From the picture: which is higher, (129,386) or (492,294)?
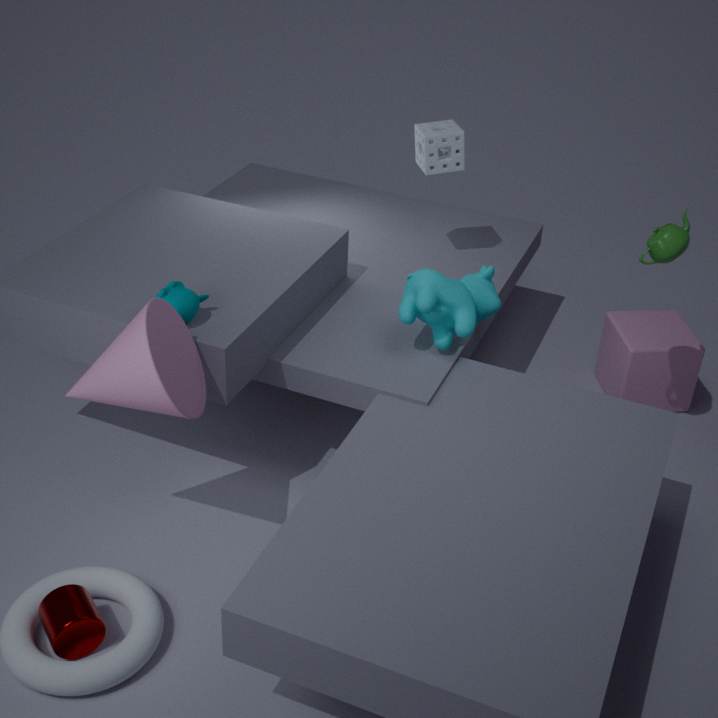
(129,386)
